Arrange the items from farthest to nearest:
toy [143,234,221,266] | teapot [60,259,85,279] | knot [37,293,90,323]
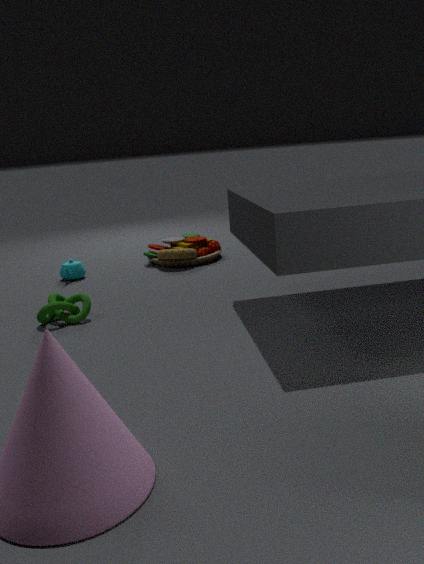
toy [143,234,221,266] → teapot [60,259,85,279] → knot [37,293,90,323]
